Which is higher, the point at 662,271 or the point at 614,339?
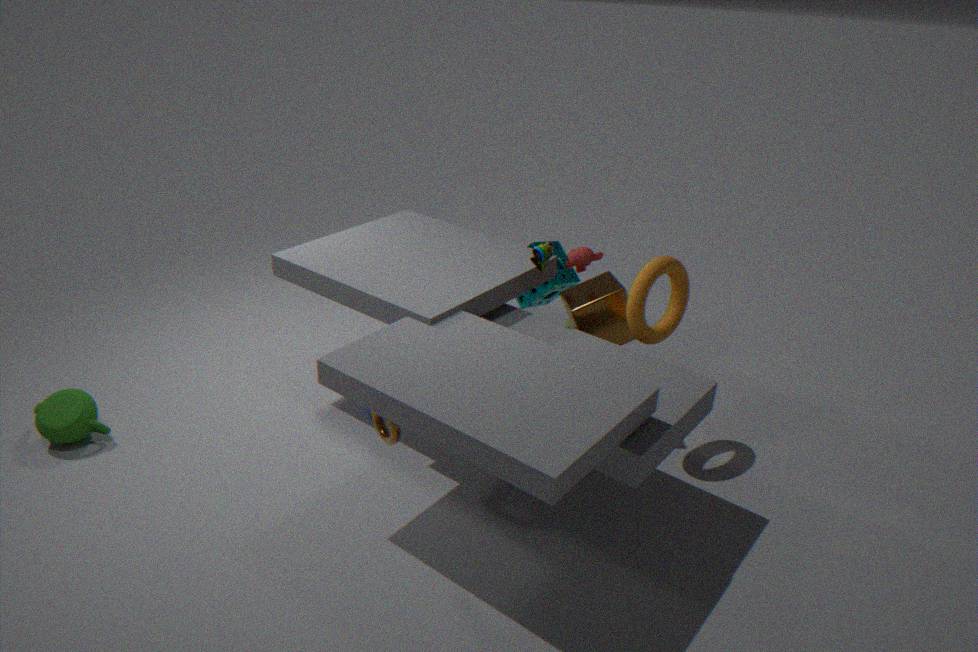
the point at 662,271
